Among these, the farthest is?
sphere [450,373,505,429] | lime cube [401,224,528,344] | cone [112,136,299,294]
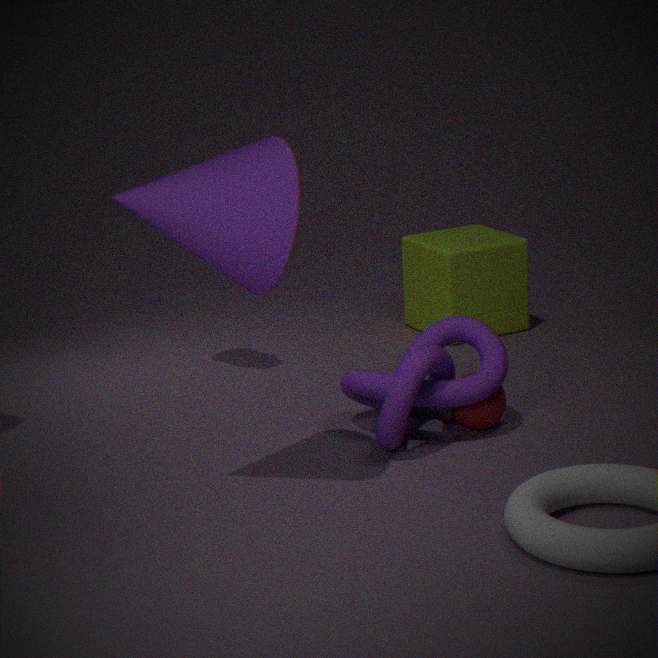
lime cube [401,224,528,344]
